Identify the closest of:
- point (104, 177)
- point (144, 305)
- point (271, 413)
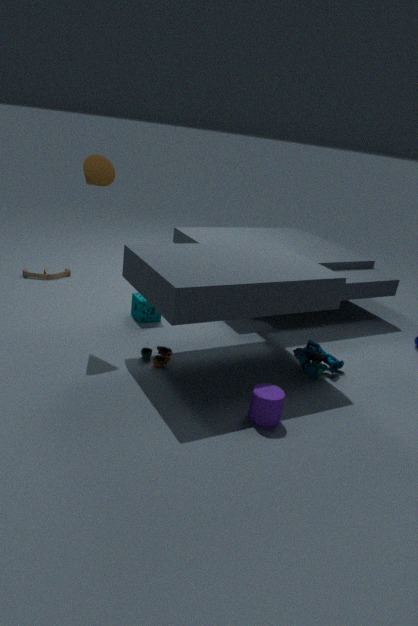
point (271, 413)
